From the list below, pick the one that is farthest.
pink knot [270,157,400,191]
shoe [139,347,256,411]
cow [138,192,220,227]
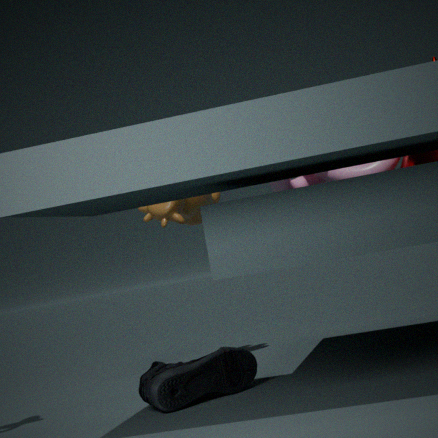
cow [138,192,220,227]
